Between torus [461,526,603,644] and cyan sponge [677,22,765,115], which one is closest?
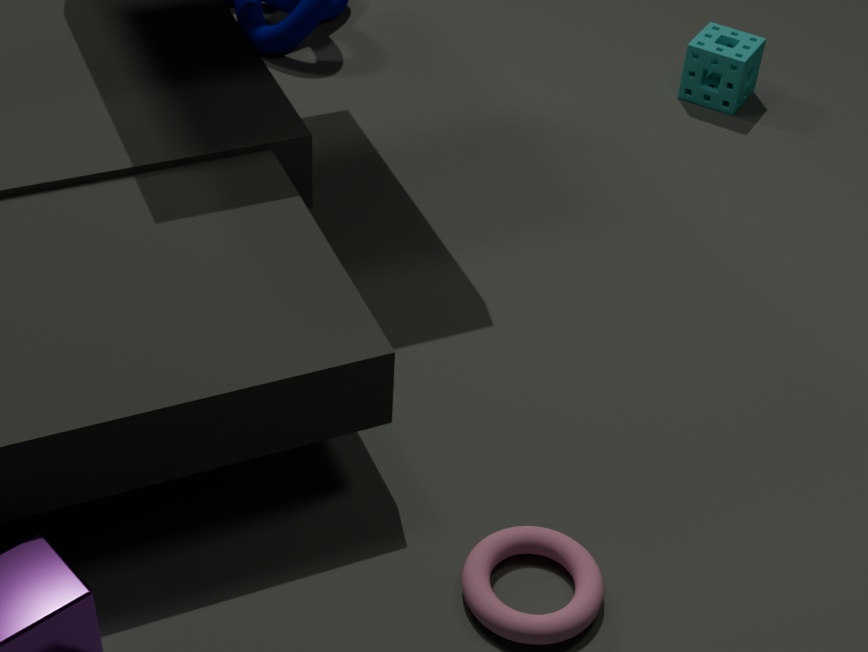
torus [461,526,603,644]
